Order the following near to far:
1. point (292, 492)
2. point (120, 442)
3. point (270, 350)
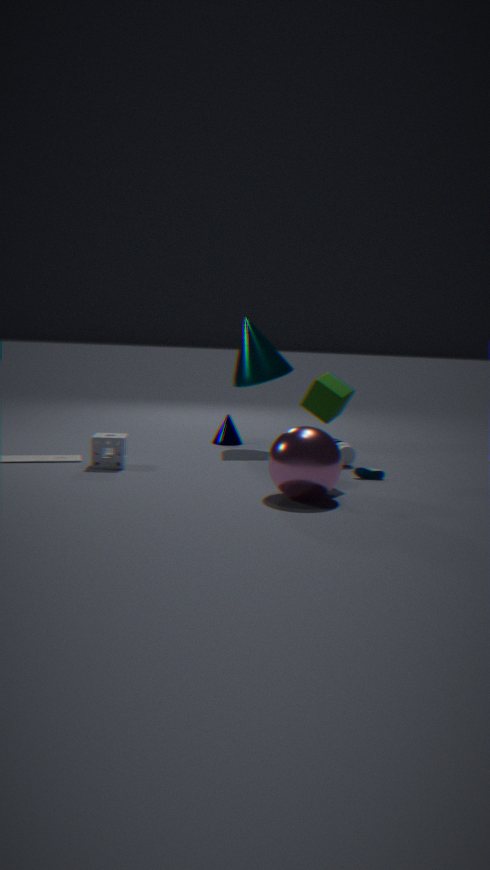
point (292, 492), point (120, 442), point (270, 350)
